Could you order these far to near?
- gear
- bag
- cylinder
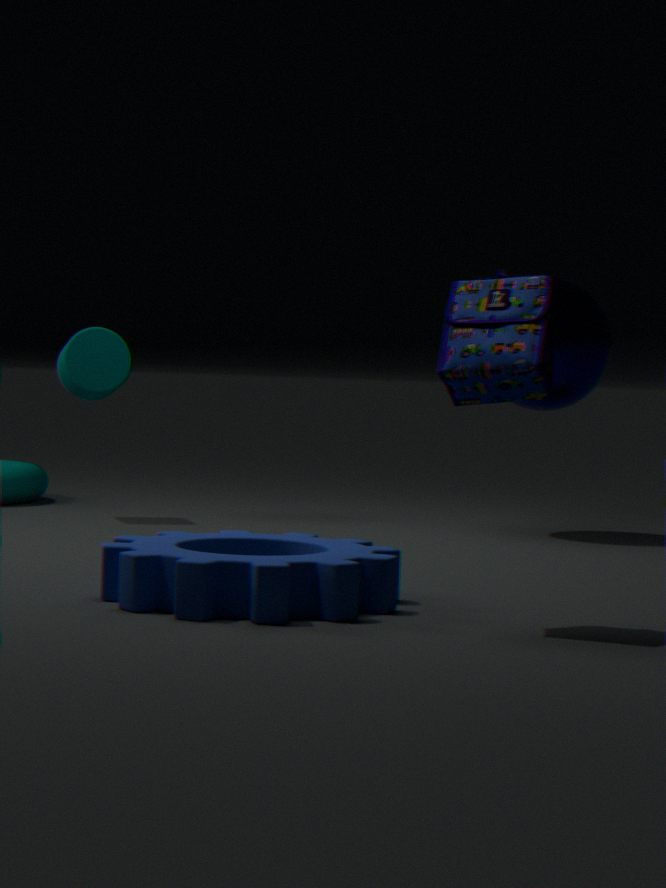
cylinder, gear, bag
